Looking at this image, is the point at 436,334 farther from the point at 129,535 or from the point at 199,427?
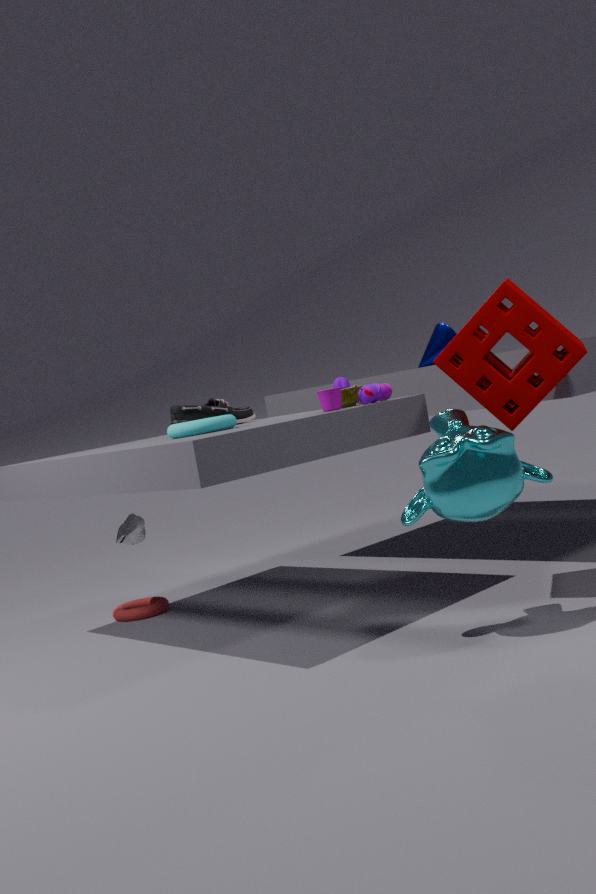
the point at 129,535
